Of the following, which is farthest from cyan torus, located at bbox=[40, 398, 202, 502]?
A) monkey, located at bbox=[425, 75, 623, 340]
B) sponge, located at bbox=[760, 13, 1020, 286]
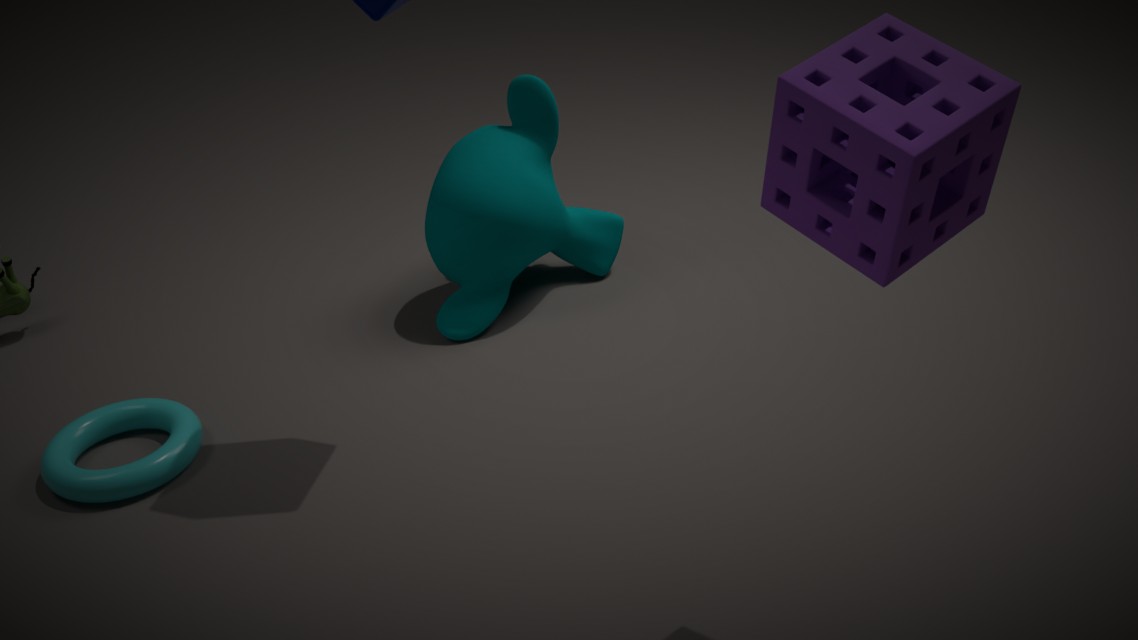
sponge, located at bbox=[760, 13, 1020, 286]
